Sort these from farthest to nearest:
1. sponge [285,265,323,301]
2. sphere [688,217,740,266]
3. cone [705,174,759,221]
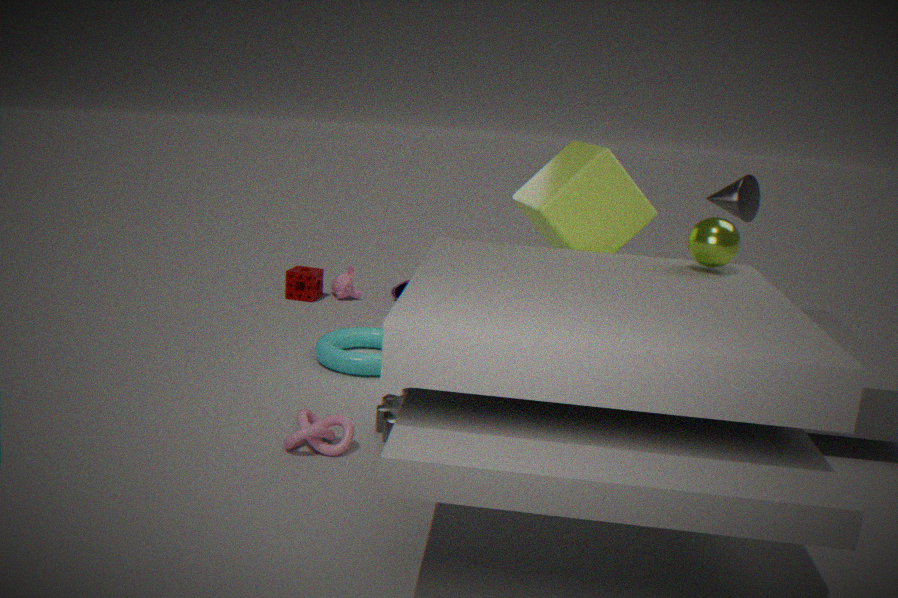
sponge [285,265,323,301], cone [705,174,759,221], sphere [688,217,740,266]
